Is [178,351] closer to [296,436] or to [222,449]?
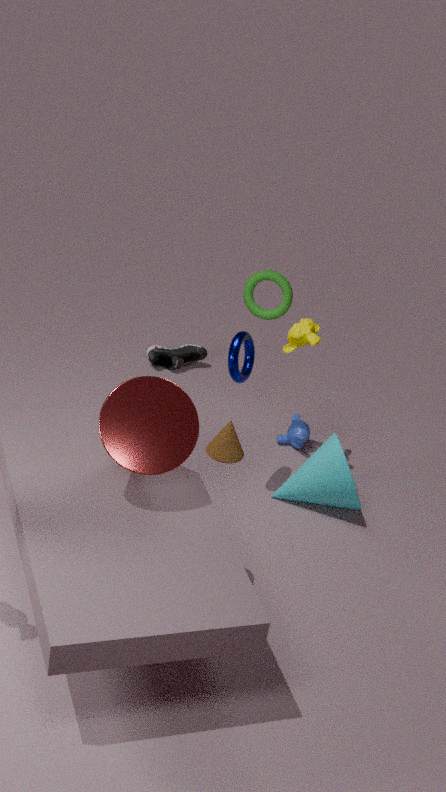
[222,449]
